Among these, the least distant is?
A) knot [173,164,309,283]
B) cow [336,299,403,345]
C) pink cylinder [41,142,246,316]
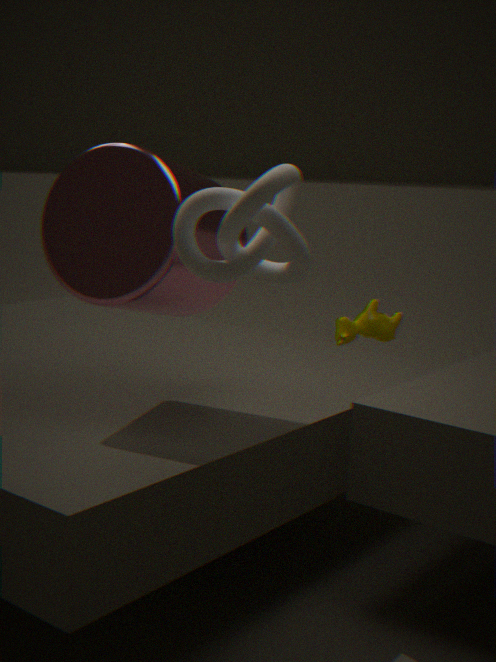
knot [173,164,309,283]
